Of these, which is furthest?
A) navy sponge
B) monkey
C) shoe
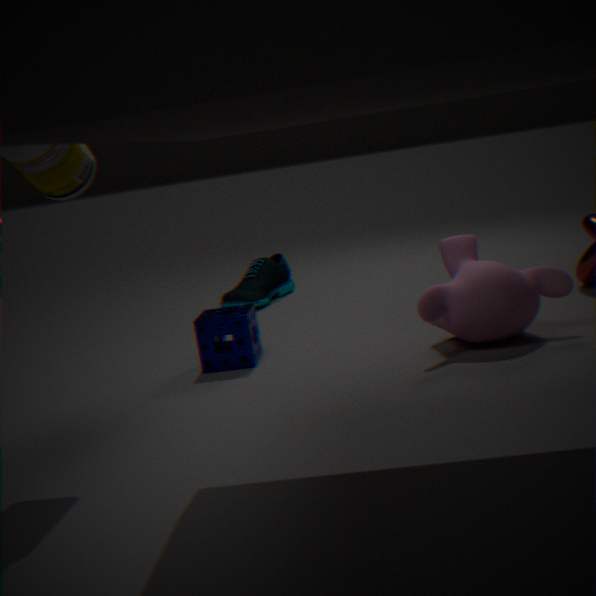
shoe
